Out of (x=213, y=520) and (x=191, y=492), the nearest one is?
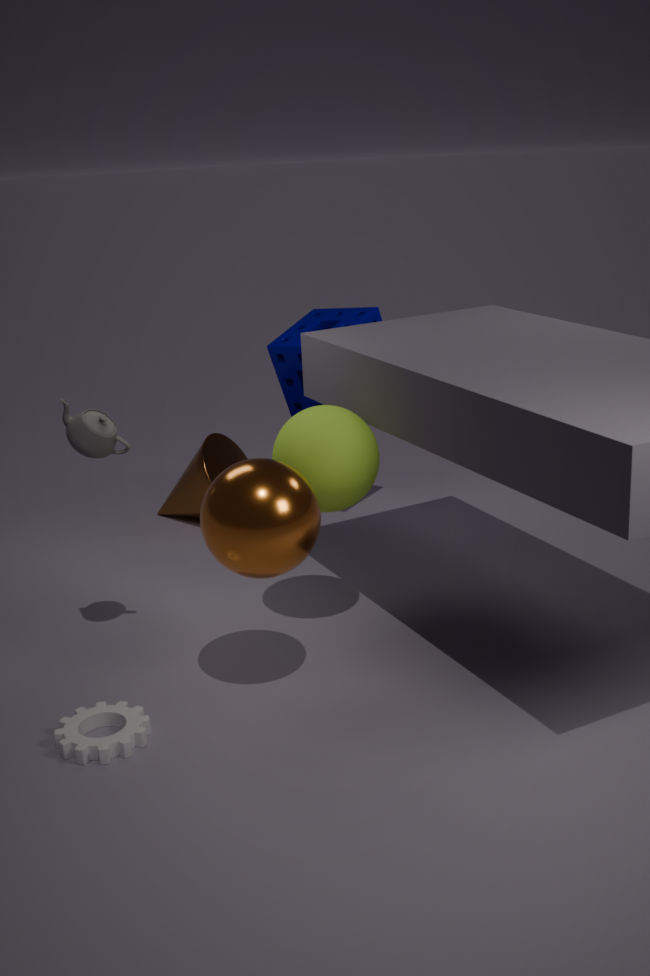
(x=213, y=520)
